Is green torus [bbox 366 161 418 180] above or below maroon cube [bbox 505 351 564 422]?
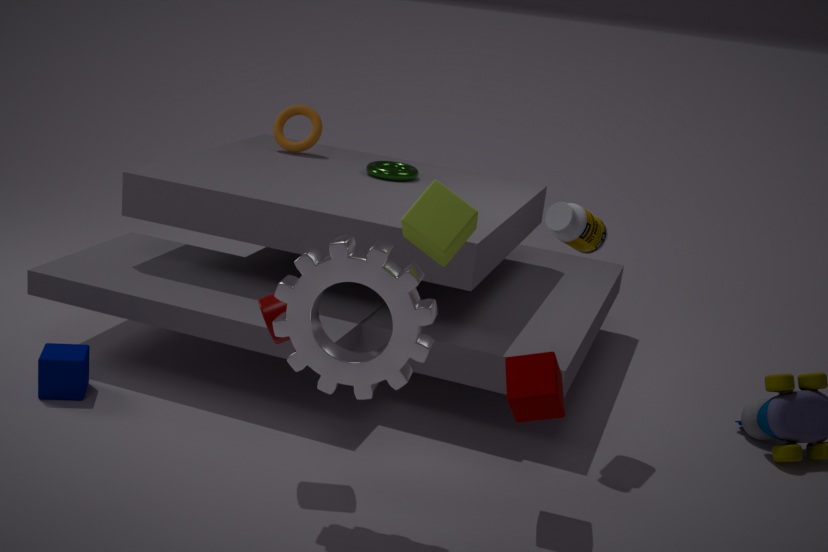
above
